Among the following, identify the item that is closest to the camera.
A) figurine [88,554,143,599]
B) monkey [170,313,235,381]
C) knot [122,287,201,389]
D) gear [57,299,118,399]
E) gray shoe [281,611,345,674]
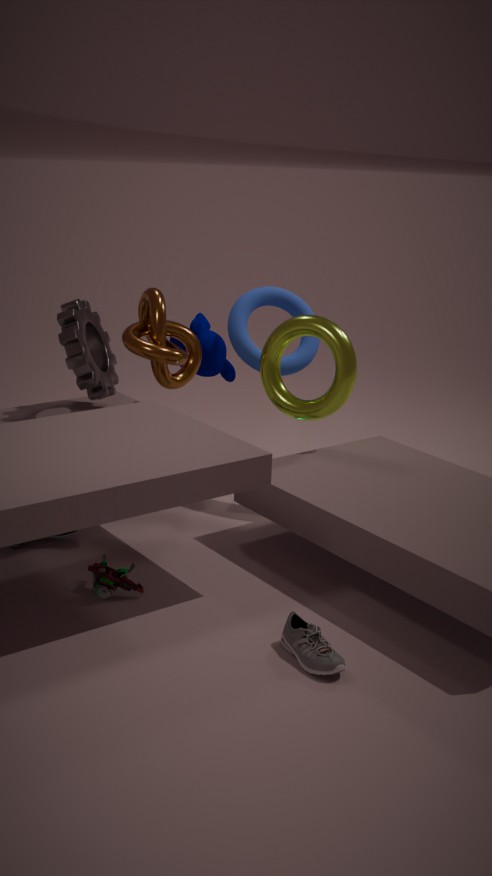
gray shoe [281,611,345,674]
